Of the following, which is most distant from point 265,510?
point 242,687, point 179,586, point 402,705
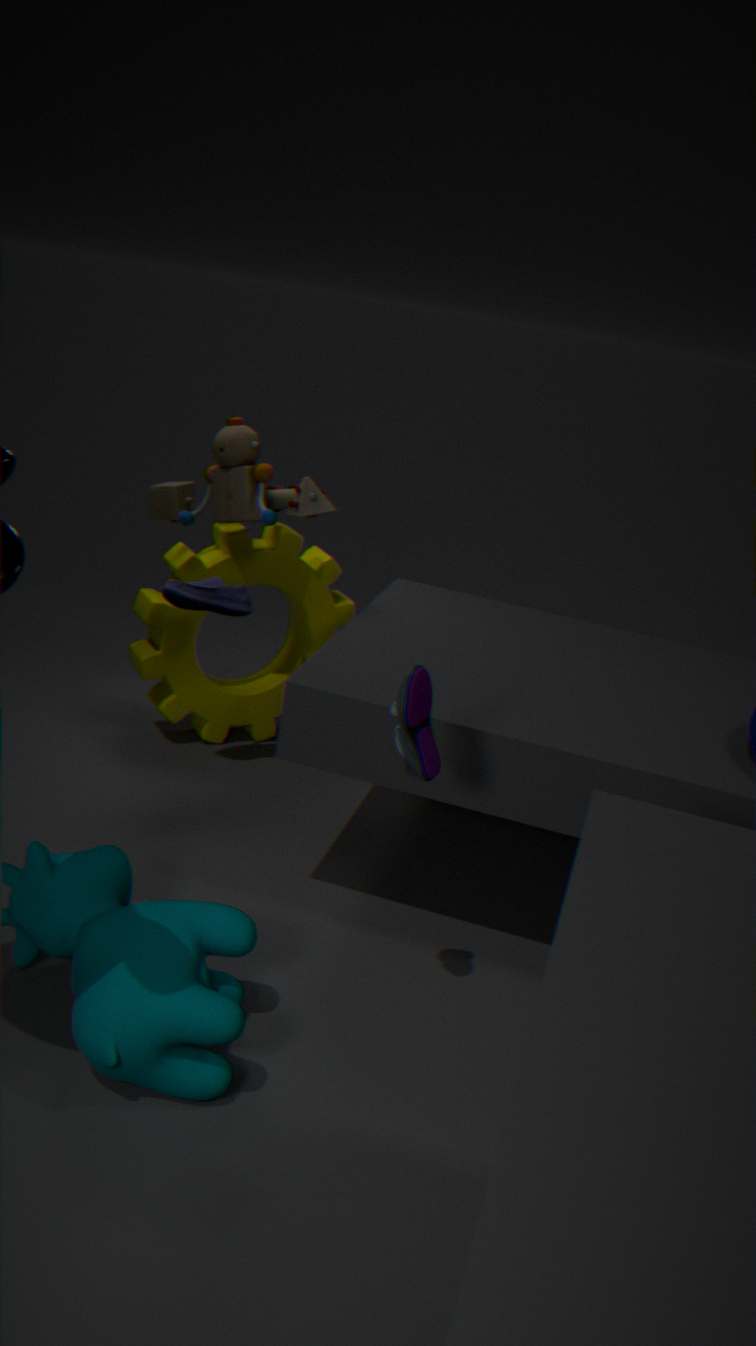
point 402,705
